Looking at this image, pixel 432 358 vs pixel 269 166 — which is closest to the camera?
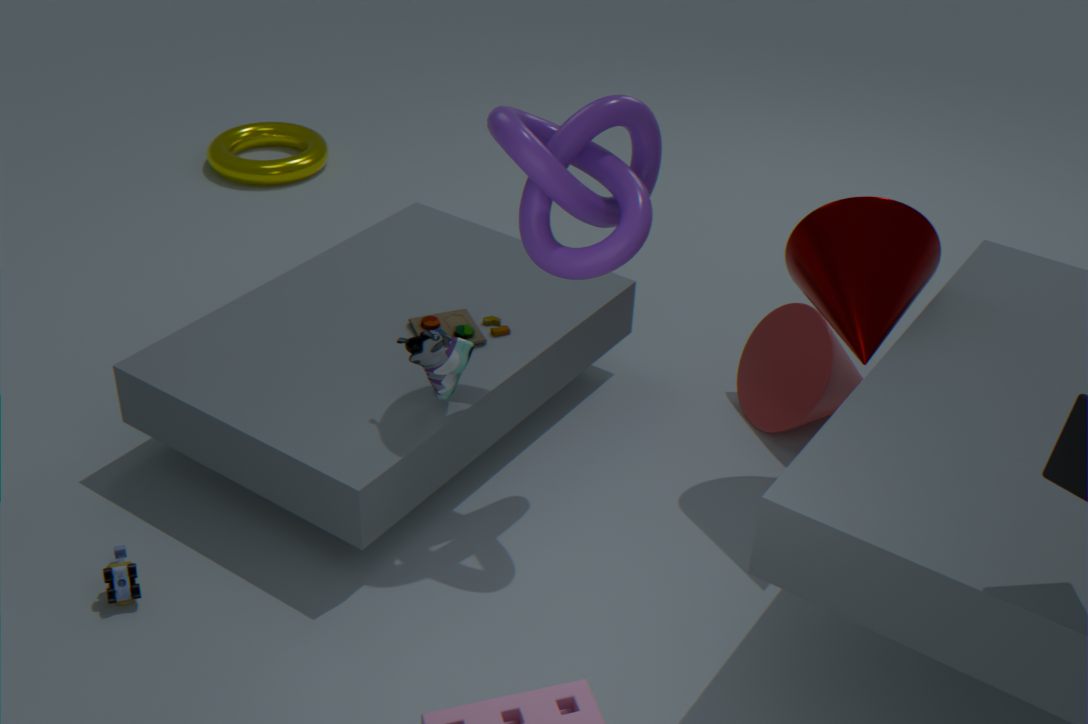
pixel 432 358
